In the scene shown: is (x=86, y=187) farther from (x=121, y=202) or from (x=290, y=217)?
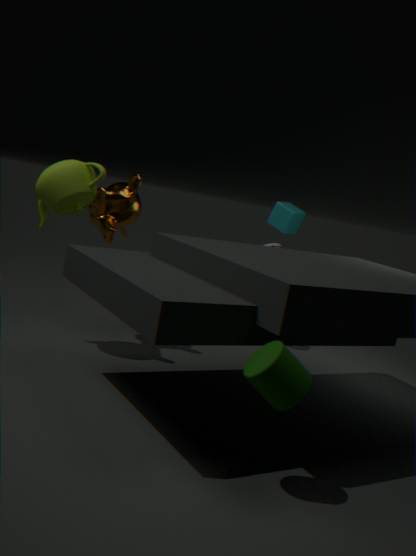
(x=290, y=217)
